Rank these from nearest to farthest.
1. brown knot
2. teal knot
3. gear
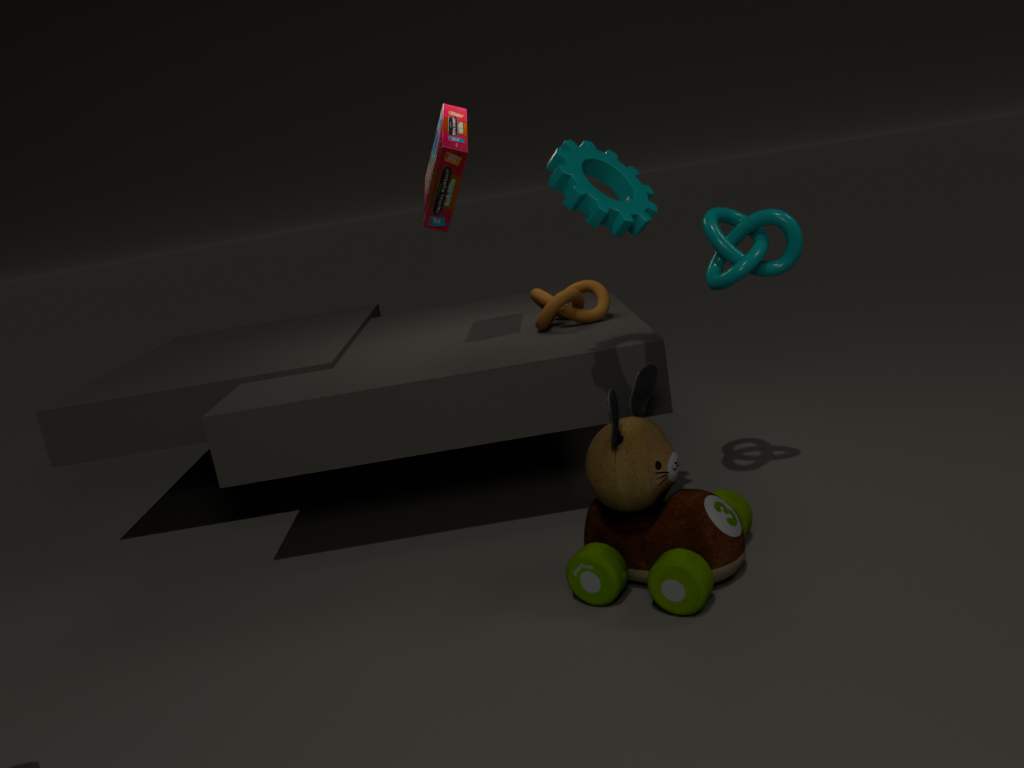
gear, teal knot, brown knot
